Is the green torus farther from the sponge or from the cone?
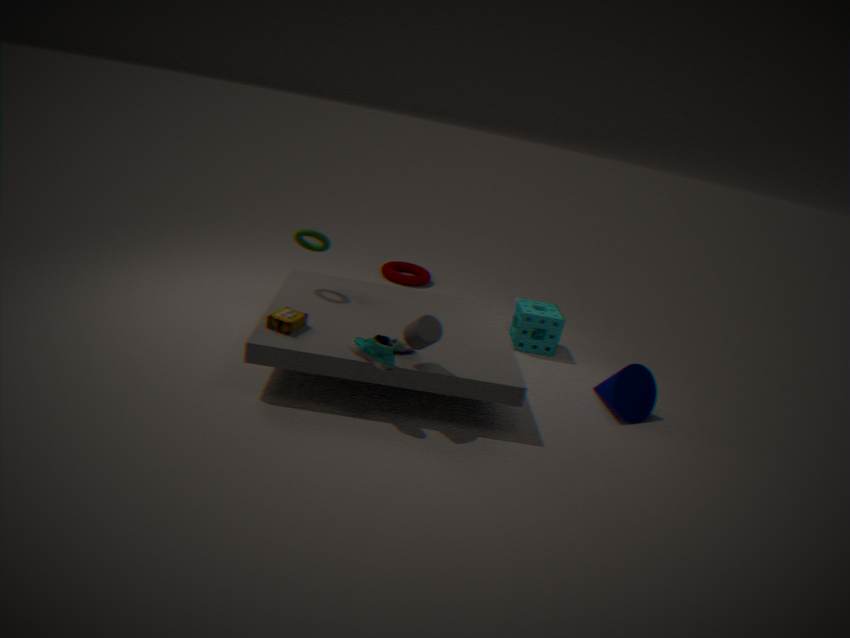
the cone
